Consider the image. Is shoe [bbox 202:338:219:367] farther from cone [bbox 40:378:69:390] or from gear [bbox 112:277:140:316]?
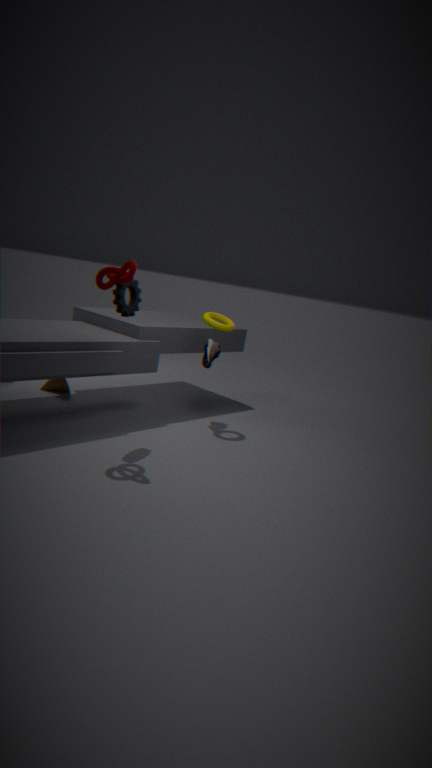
cone [bbox 40:378:69:390]
